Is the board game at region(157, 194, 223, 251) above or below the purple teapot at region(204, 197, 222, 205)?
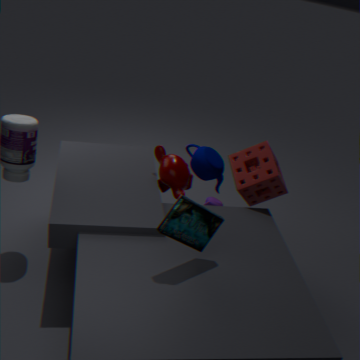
above
